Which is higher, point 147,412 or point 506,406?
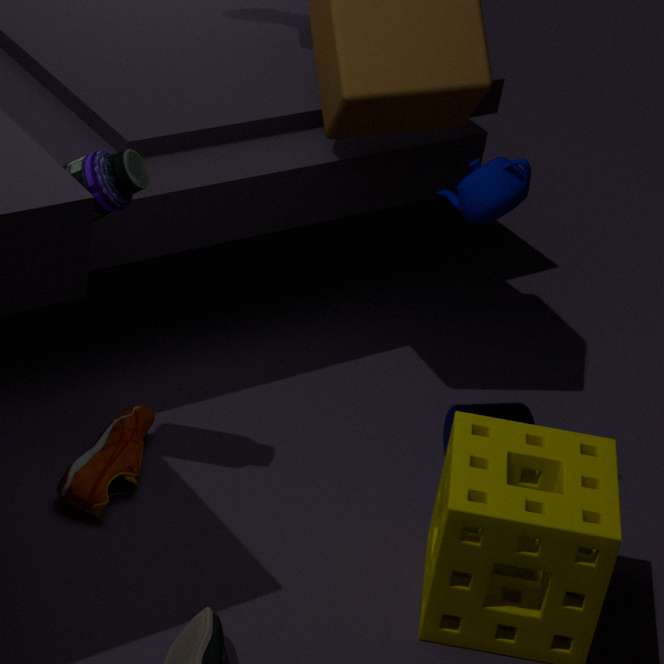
point 506,406
